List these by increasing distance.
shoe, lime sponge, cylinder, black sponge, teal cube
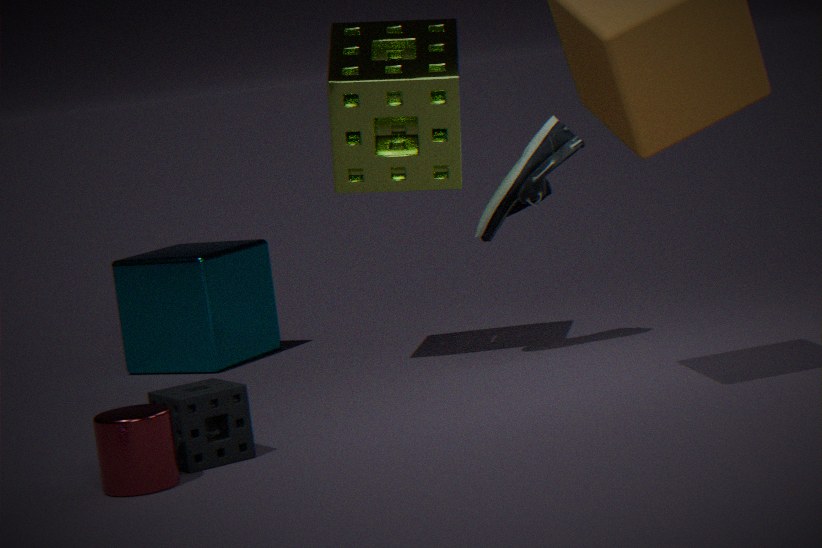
cylinder < black sponge < lime sponge < shoe < teal cube
